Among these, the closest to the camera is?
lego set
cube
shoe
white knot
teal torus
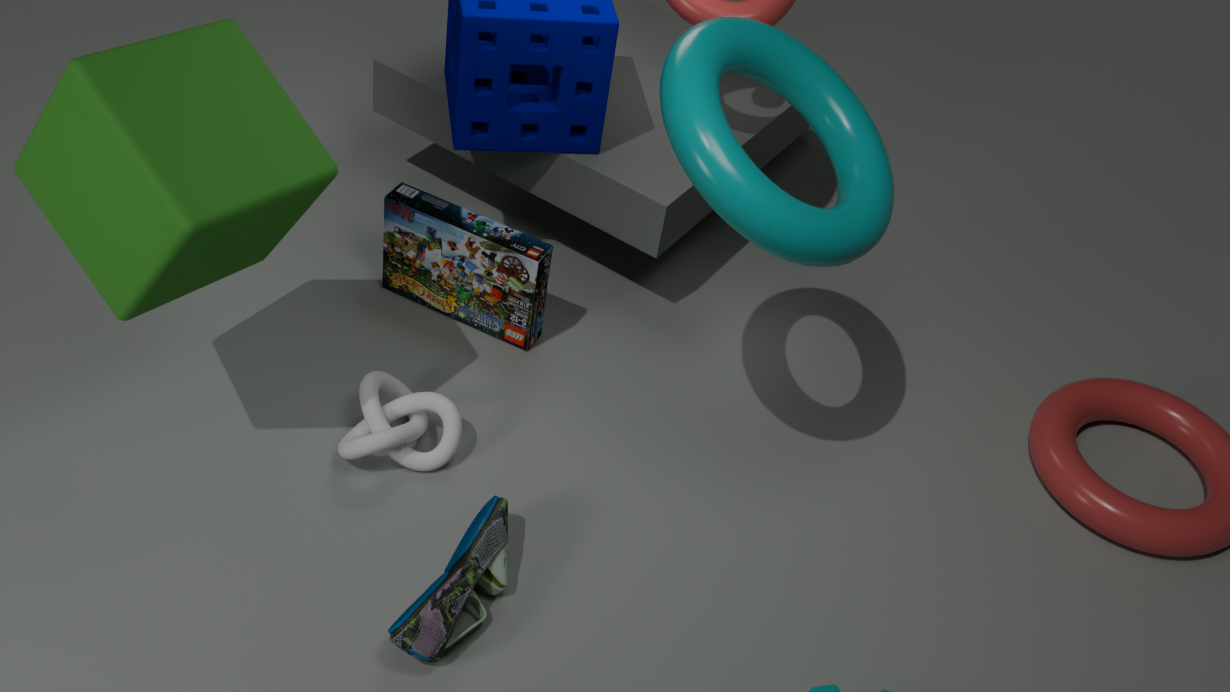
cube
